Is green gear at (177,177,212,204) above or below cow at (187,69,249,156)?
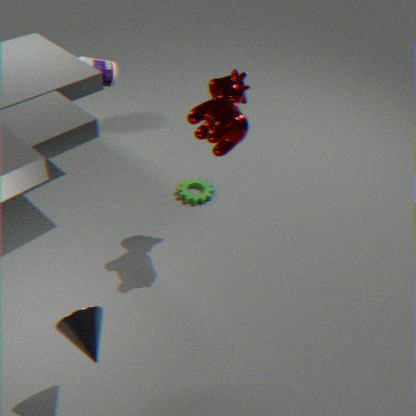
below
